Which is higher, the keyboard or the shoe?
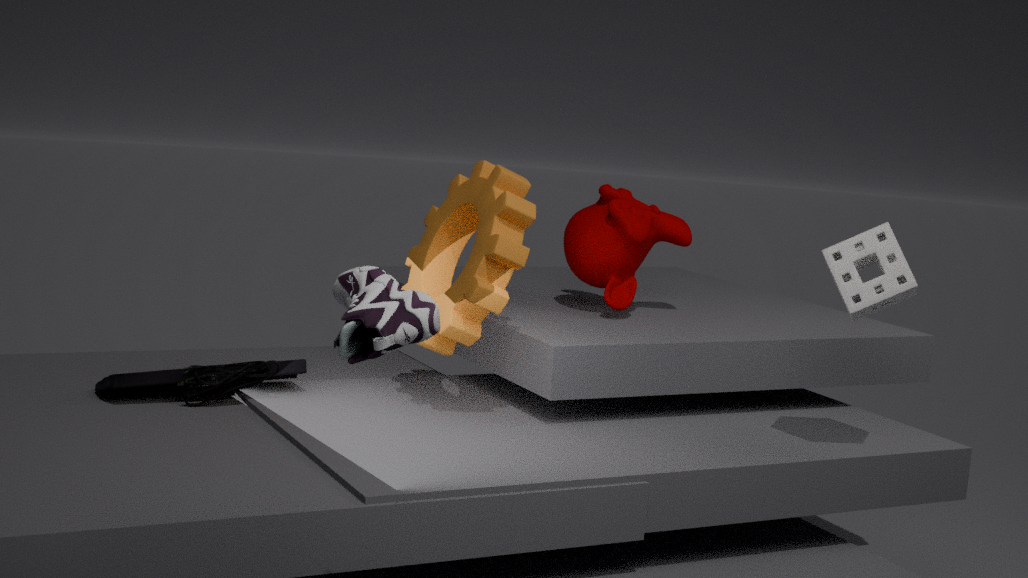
the shoe
